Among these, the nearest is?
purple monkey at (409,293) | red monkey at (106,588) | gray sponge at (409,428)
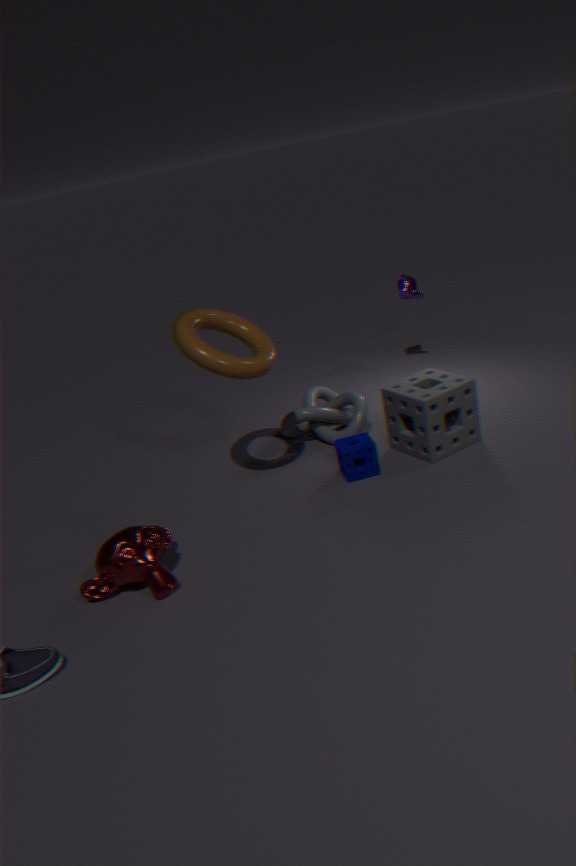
red monkey at (106,588)
